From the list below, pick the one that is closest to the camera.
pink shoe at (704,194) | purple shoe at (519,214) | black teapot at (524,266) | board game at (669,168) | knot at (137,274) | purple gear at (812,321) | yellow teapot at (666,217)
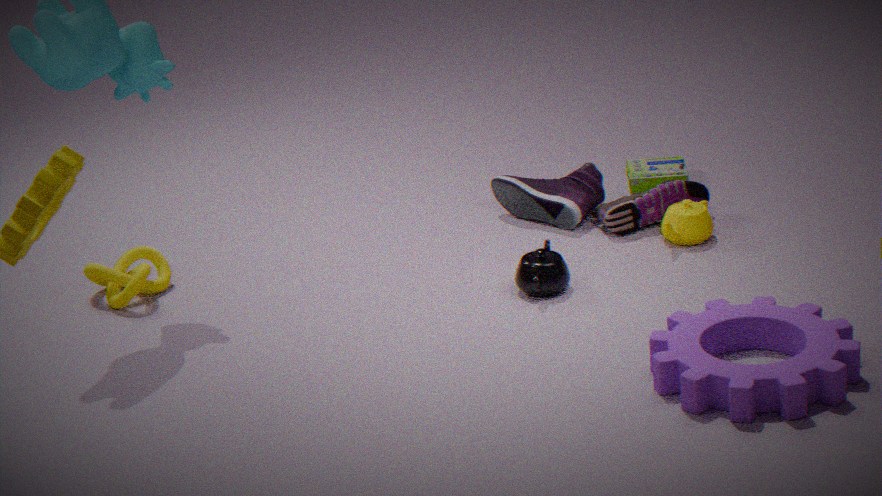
purple gear at (812,321)
